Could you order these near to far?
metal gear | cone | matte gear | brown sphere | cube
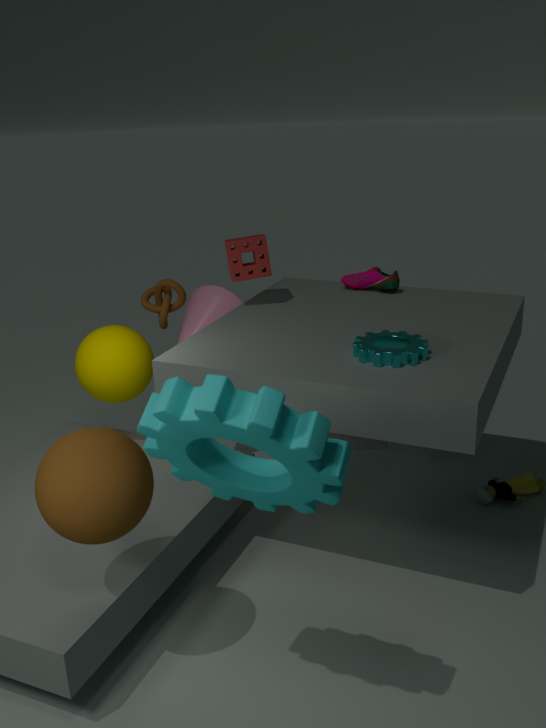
matte gear → brown sphere → metal gear → cube → cone
